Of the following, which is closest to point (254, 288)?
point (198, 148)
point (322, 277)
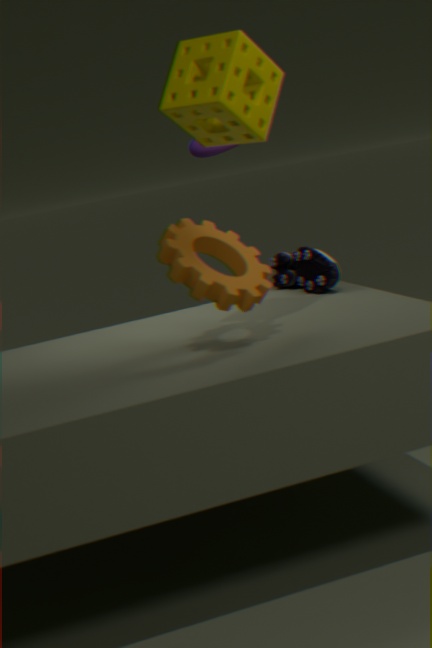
point (322, 277)
